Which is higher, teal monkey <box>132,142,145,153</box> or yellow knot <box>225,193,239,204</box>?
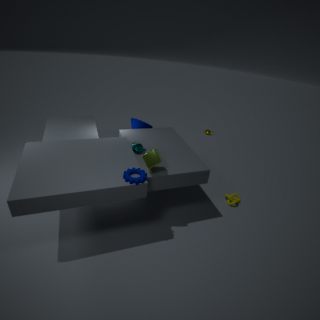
teal monkey <box>132,142,145,153</box>
